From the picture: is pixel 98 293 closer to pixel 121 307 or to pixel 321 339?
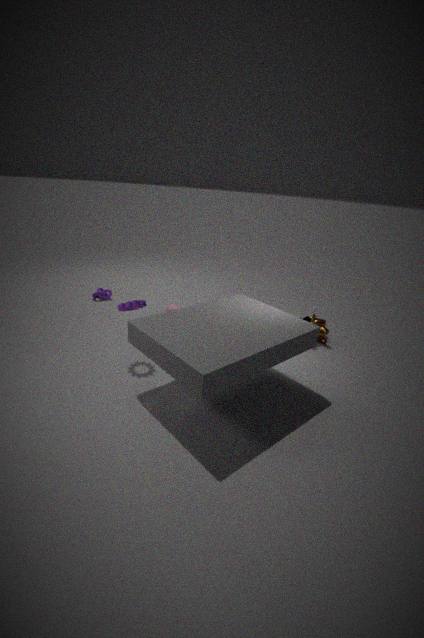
pixel 121 307
